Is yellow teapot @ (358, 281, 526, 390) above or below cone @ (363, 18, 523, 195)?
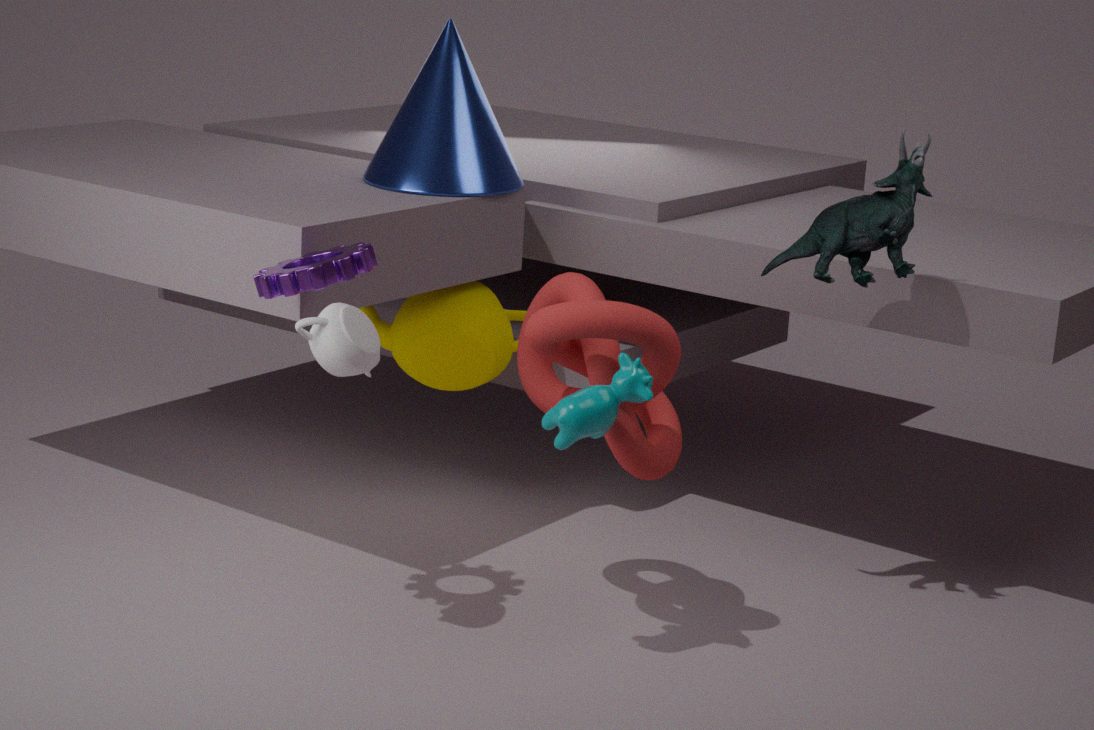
below
